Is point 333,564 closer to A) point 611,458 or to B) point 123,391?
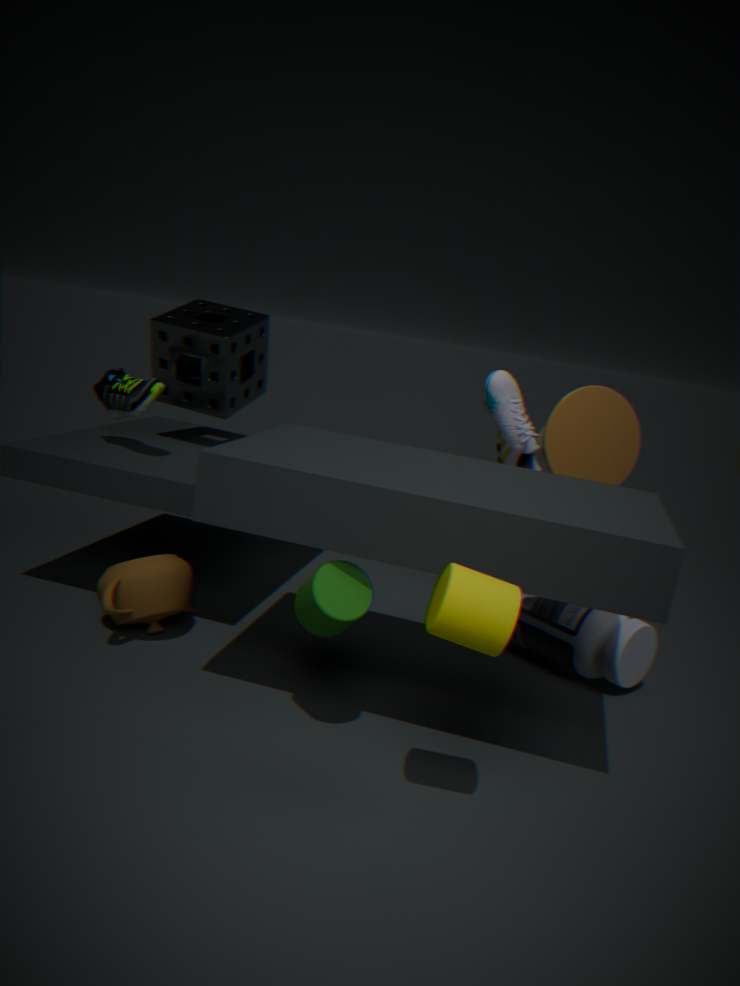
B) point 123,391
